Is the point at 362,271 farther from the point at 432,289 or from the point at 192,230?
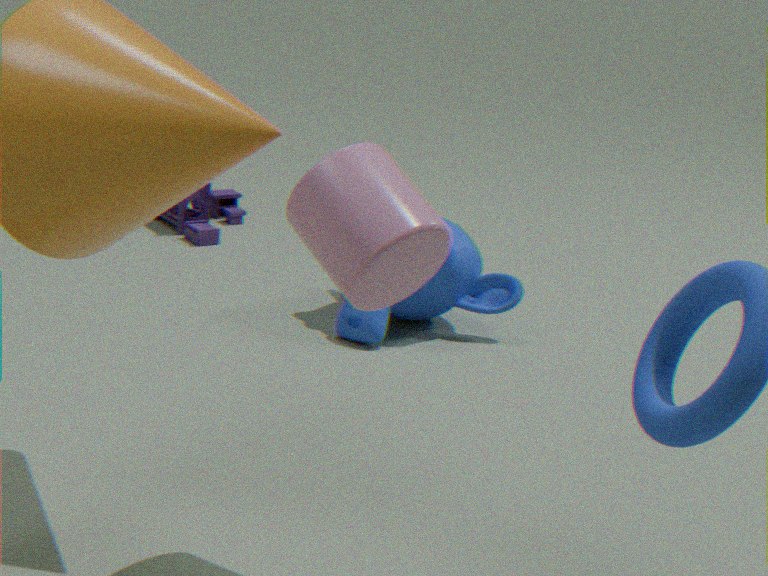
the point at 192,230
